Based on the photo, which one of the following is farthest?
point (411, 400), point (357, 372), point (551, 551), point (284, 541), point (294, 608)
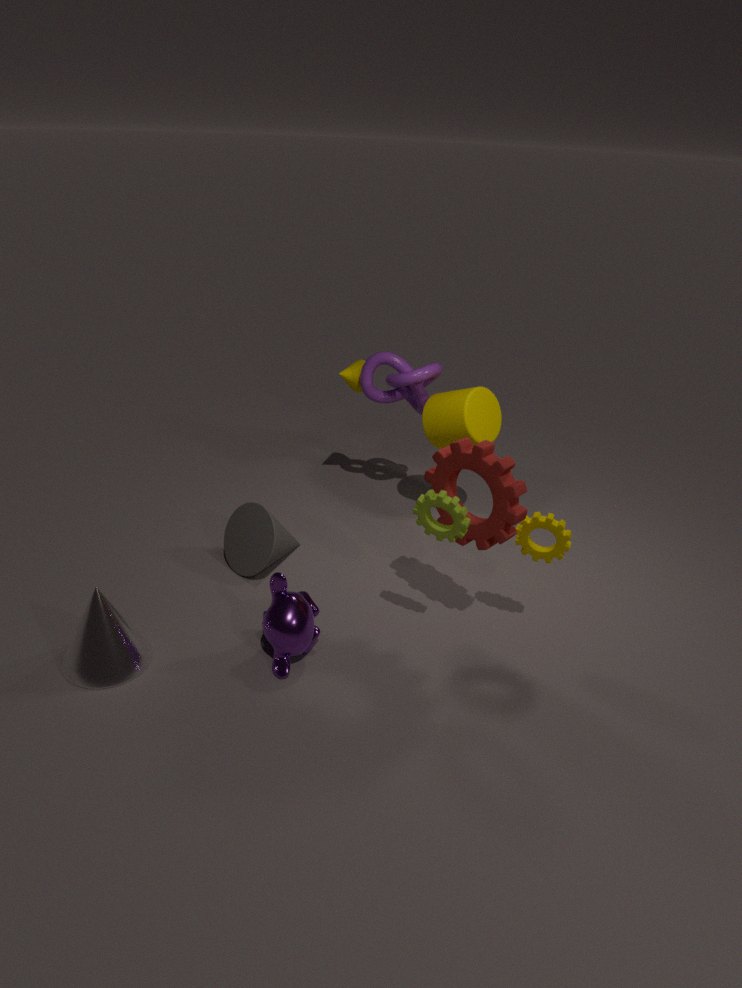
point (411, 400)
